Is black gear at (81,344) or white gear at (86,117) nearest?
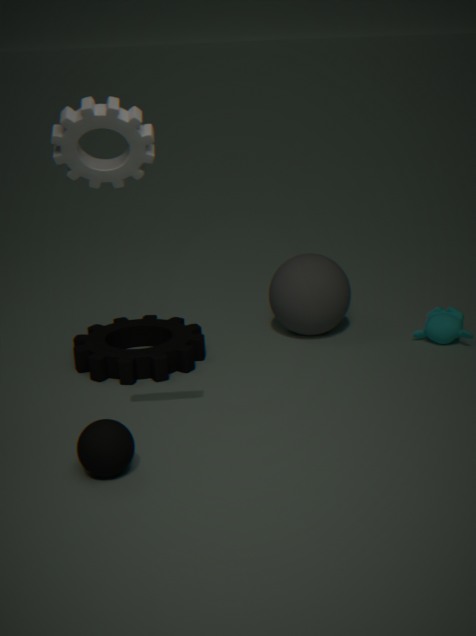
white gear at (86,117)
